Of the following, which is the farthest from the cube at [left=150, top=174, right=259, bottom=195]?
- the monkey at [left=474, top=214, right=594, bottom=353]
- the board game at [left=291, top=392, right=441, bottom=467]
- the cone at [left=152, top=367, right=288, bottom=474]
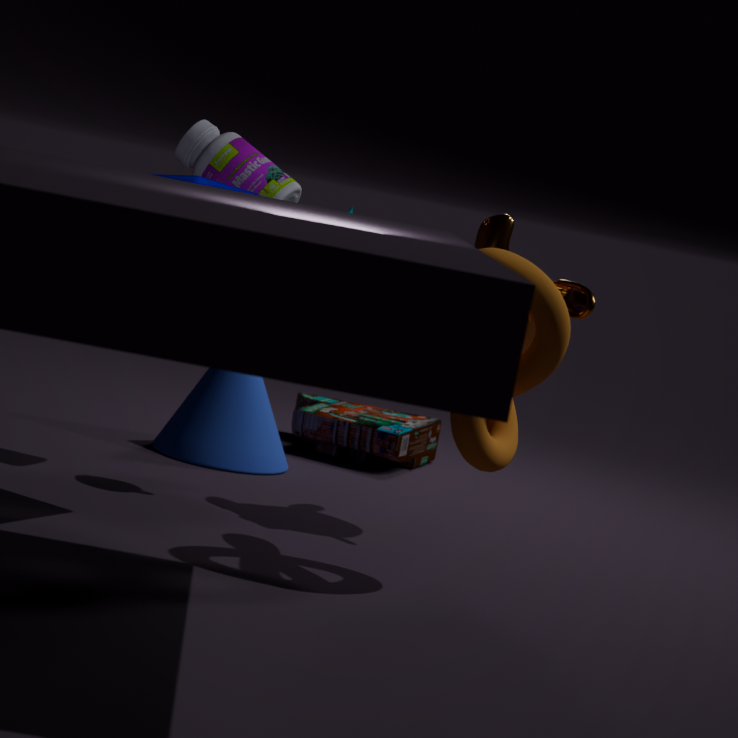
the board game at [left=291, top=392, right=441, bottom=467]
